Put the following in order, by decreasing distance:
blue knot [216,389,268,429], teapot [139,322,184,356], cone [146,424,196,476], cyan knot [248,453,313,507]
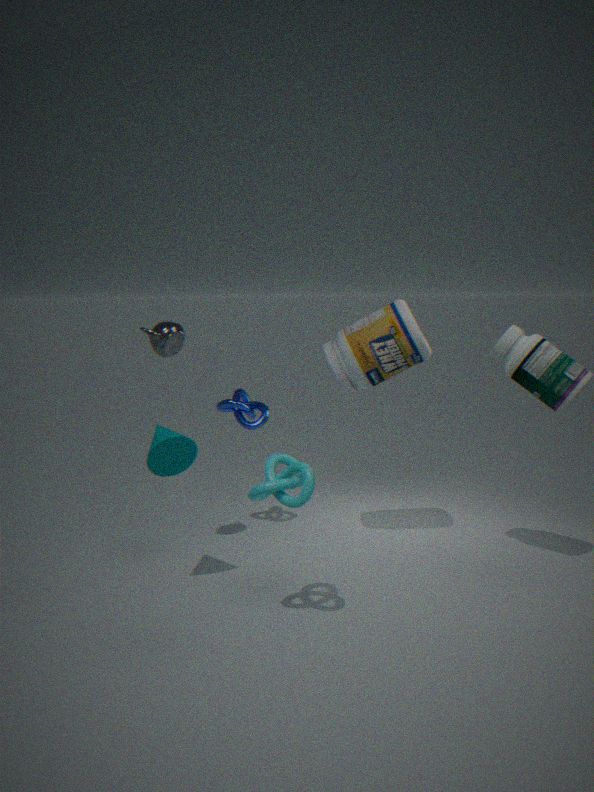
1. blue knot [216,389,268,429]
2. teapot [139,322,184,356]
3. cone [146,424,196,476]
4. cyan knot [248,453,313,507]
